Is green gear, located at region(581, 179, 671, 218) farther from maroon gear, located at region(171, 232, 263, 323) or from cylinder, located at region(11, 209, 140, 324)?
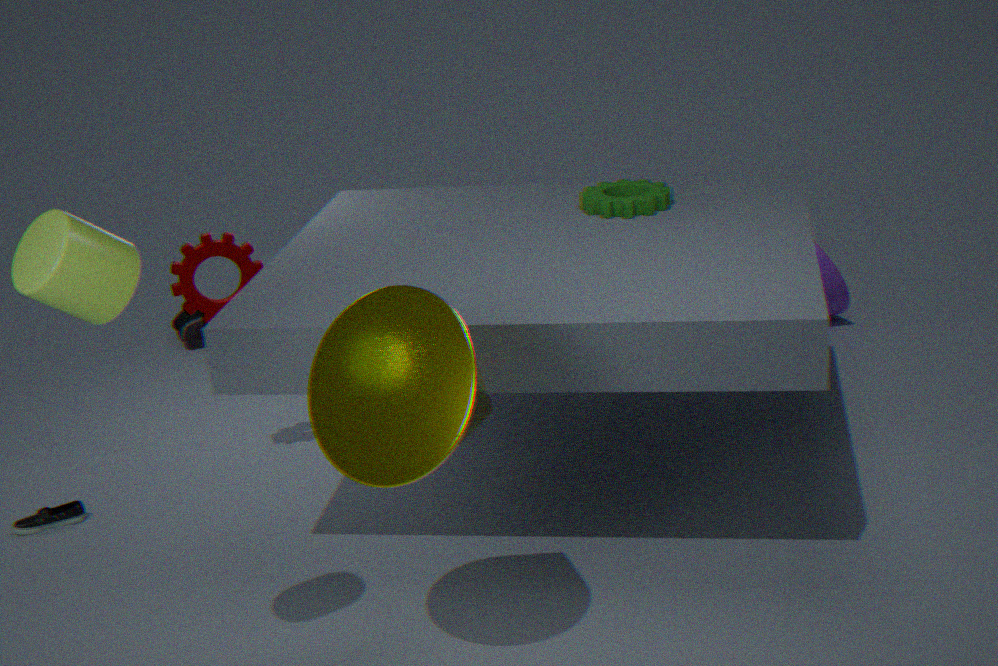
cylinder, located at region(11, 209, 140, 324)
